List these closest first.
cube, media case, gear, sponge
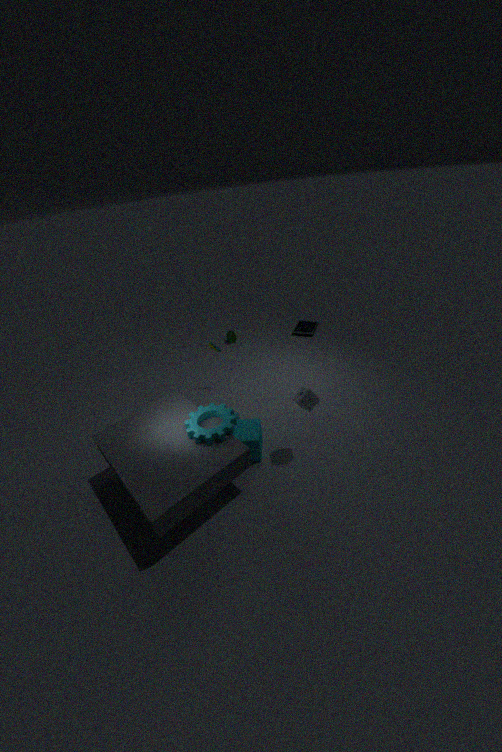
gear → sponge → cube → media case
